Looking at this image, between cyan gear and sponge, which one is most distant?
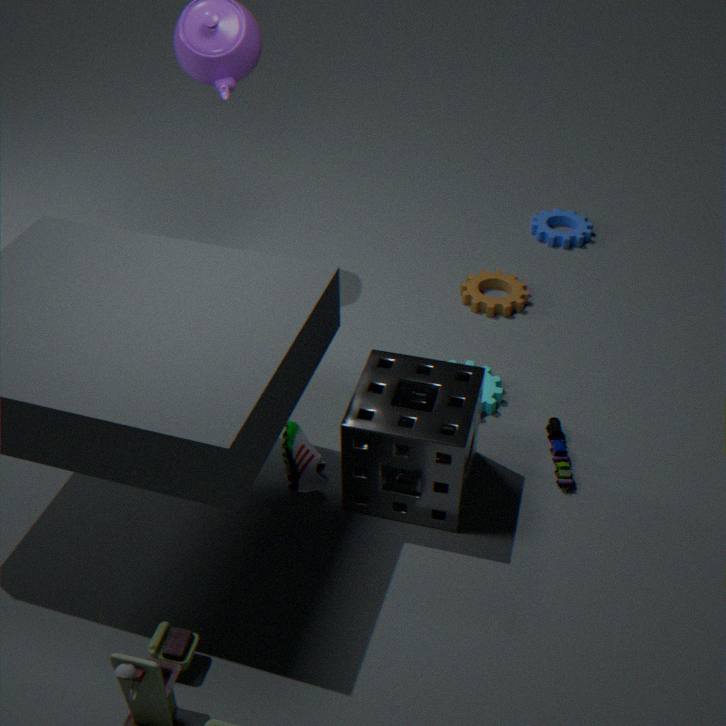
cyan gear
